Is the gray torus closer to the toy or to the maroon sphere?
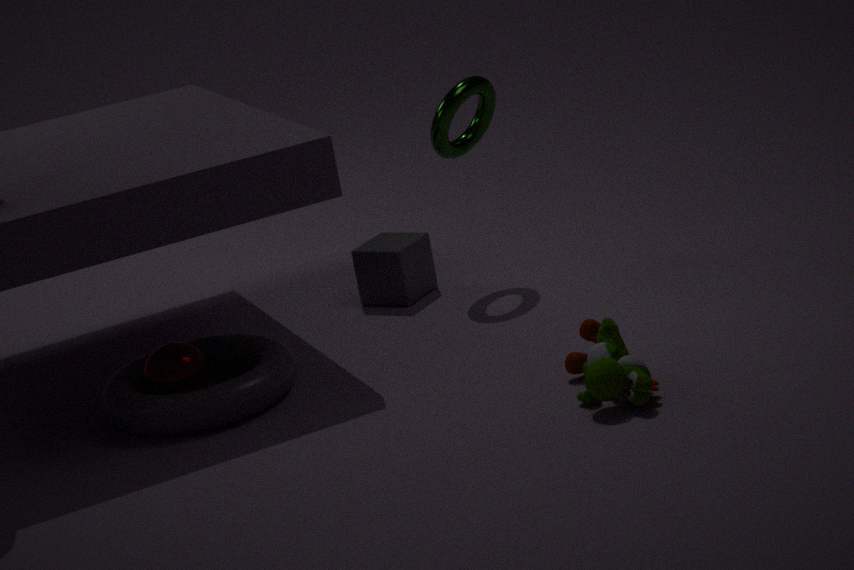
the maroon sphere
